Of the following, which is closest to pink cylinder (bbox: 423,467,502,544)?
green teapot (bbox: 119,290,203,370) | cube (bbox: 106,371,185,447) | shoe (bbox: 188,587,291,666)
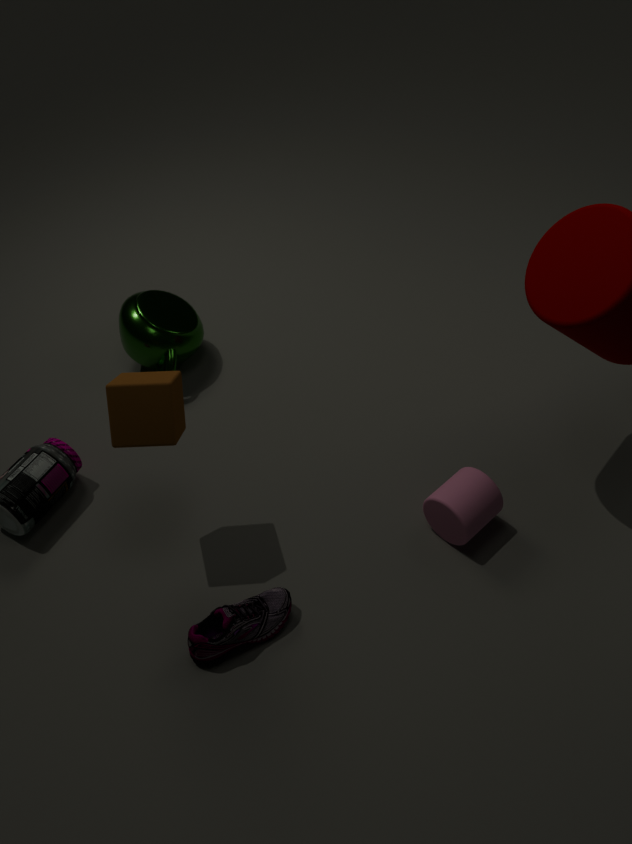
shoe (bbox: 188,587,291,666)
